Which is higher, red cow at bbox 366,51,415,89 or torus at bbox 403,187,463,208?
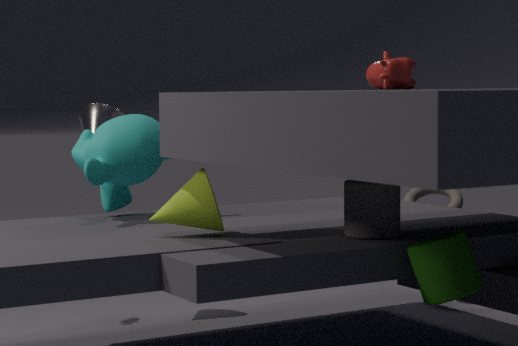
red cow at bbox 366,51,415,89
